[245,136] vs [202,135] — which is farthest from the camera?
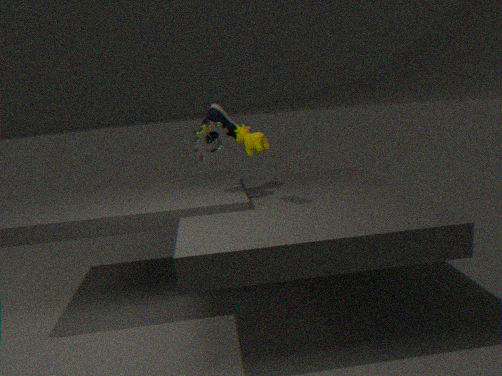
[202,135]
